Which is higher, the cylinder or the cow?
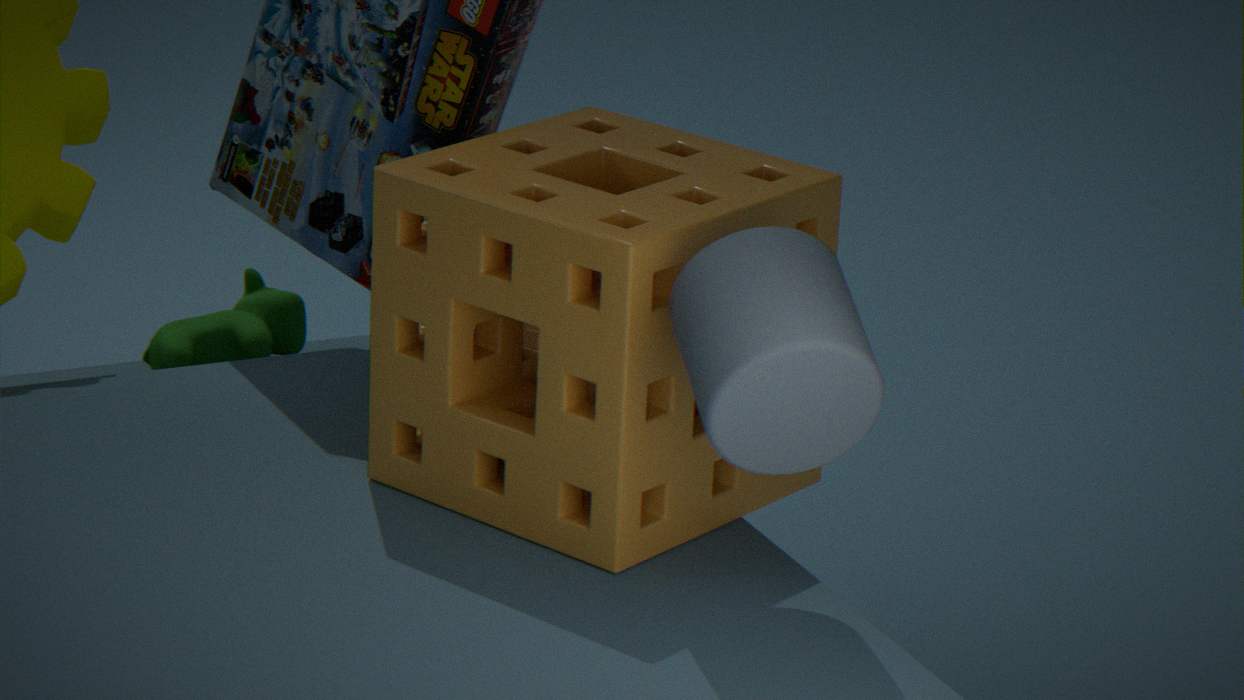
the cylinder
